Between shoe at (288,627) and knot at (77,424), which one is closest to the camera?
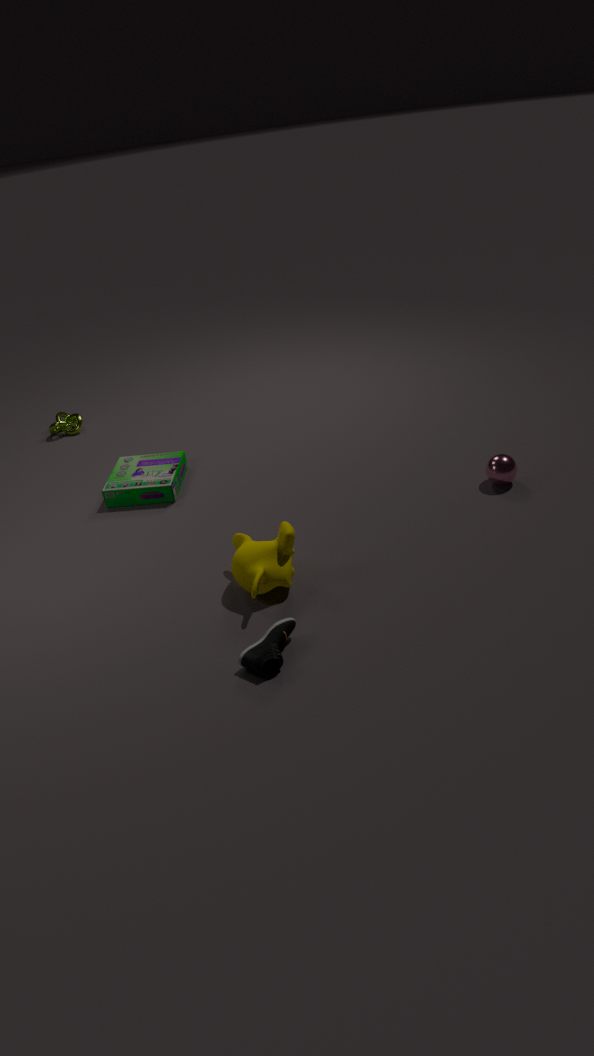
shoe at (288,627)
